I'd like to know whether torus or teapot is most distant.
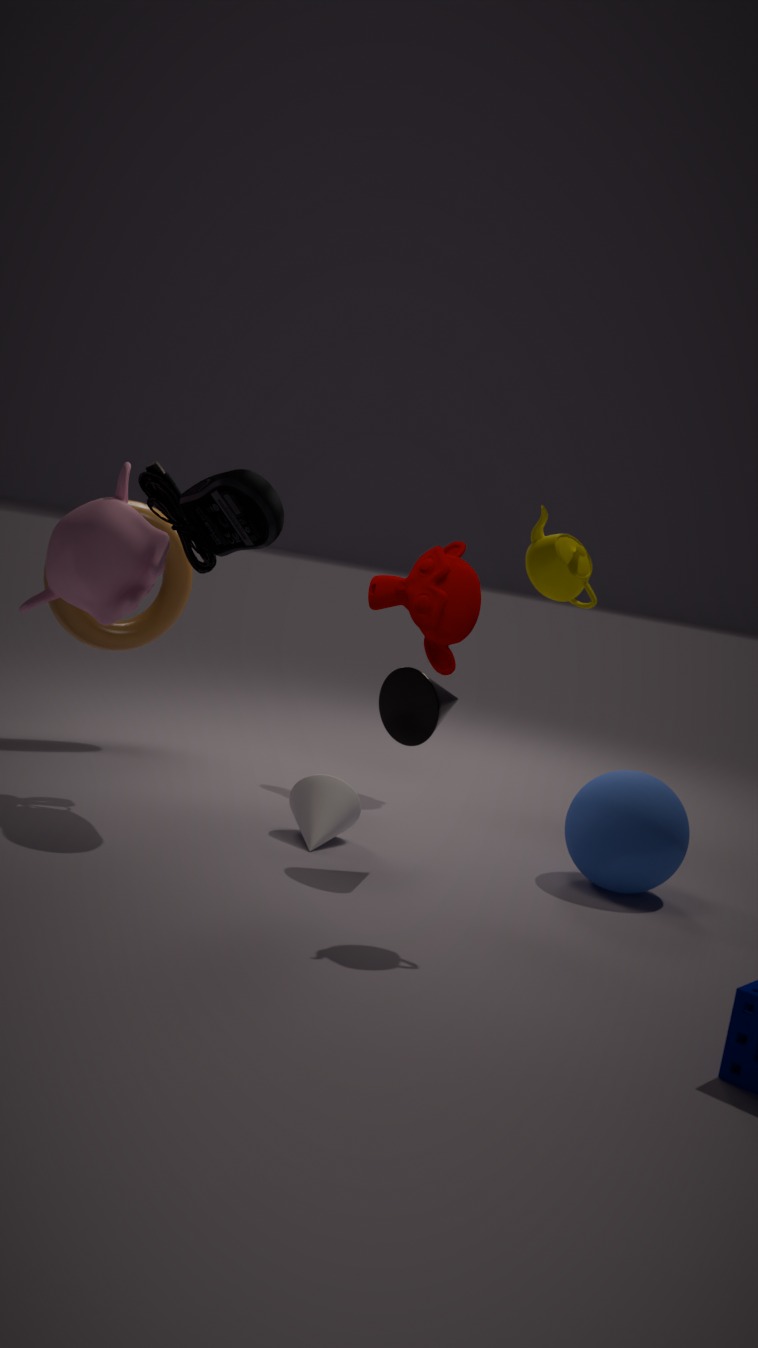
torus
